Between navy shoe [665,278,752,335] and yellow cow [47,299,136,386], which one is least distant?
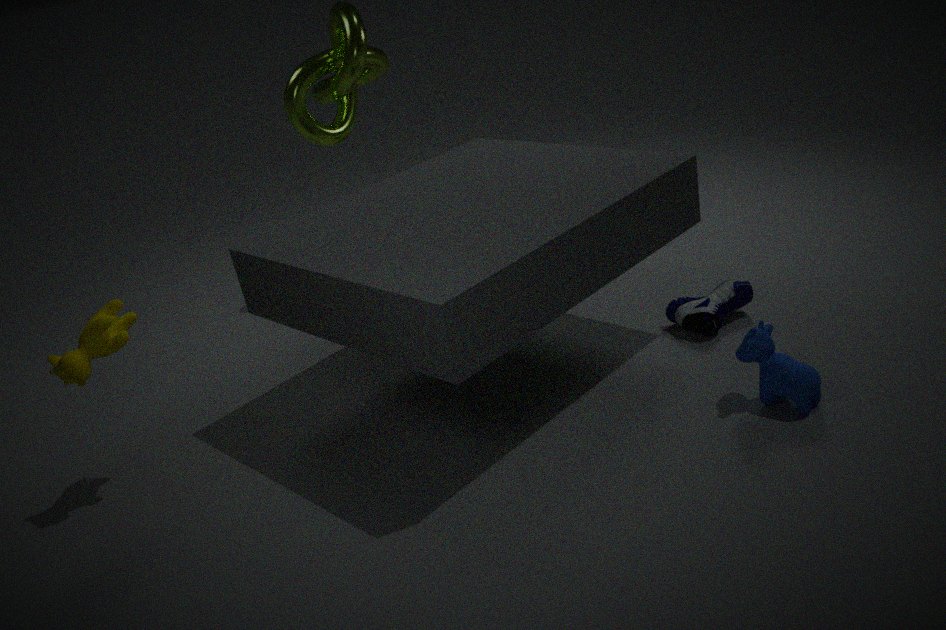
yellow cow [47,299,136,386]
